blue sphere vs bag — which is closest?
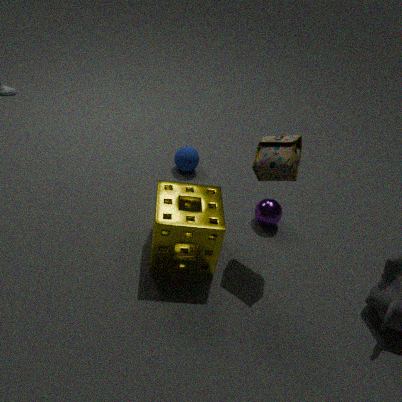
bag
